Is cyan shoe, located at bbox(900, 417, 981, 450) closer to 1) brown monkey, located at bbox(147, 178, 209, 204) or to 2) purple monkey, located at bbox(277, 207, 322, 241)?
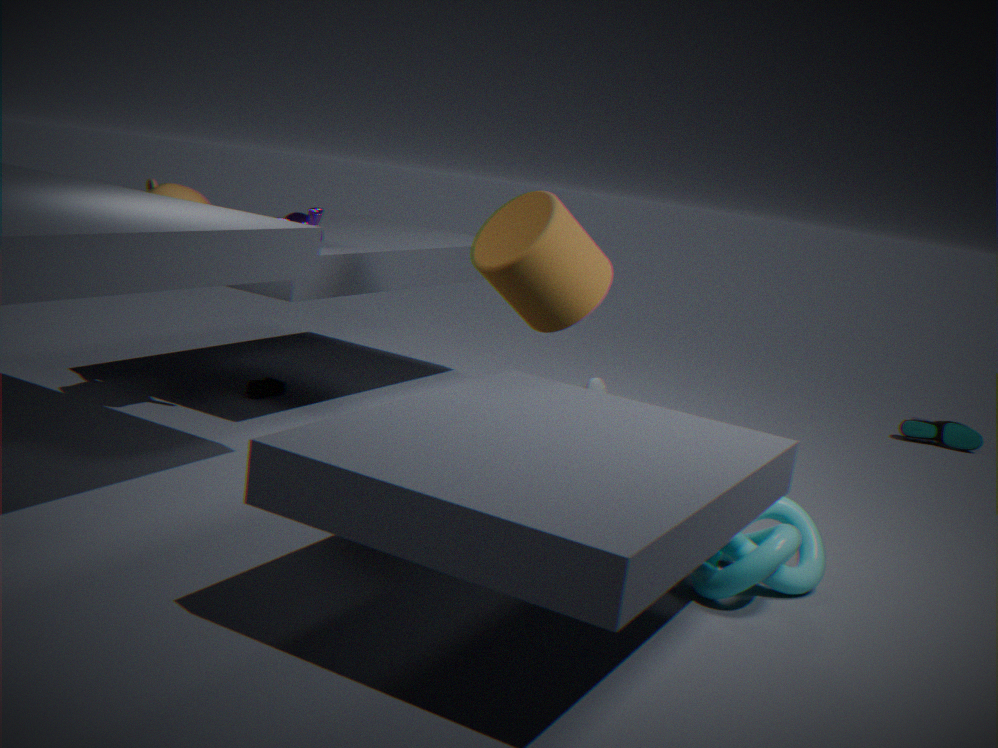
2) purple monkey, located at bbox(277, 207, 322, 241)
